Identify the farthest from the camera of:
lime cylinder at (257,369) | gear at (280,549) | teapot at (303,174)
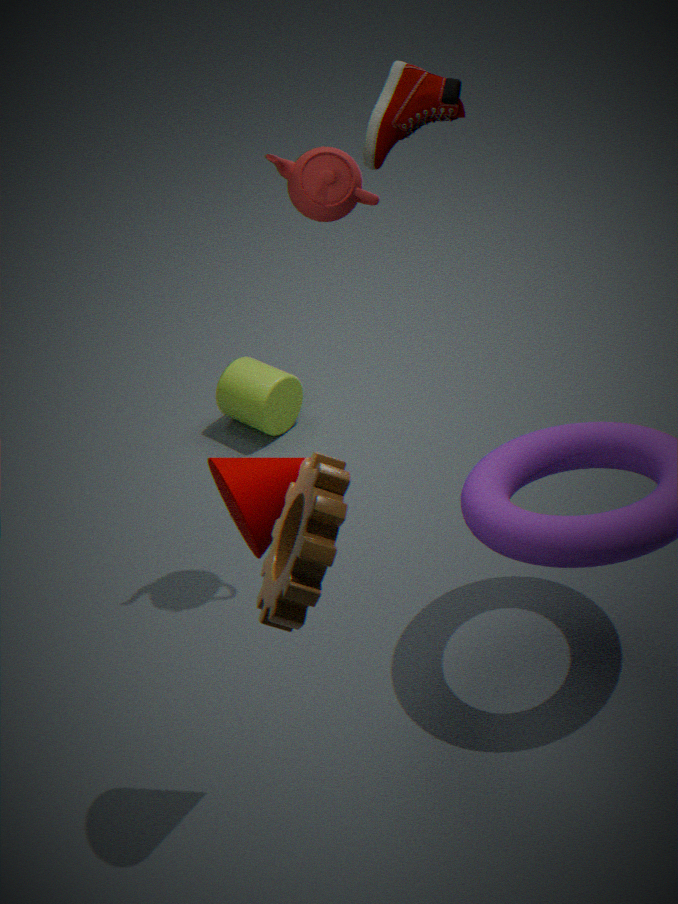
lime cylinder at (257,369)
